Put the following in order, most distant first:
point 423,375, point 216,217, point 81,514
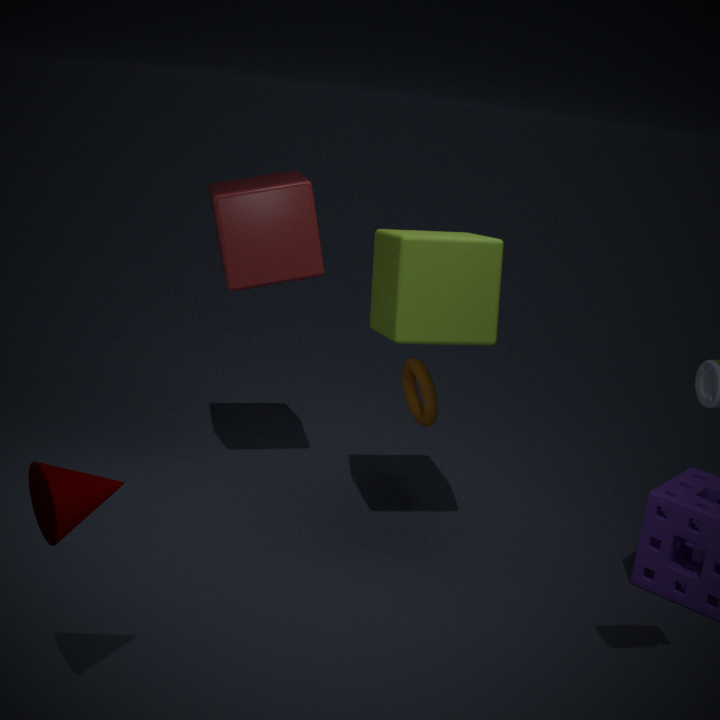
point 423,375 < point 216,217 < point 81,514
